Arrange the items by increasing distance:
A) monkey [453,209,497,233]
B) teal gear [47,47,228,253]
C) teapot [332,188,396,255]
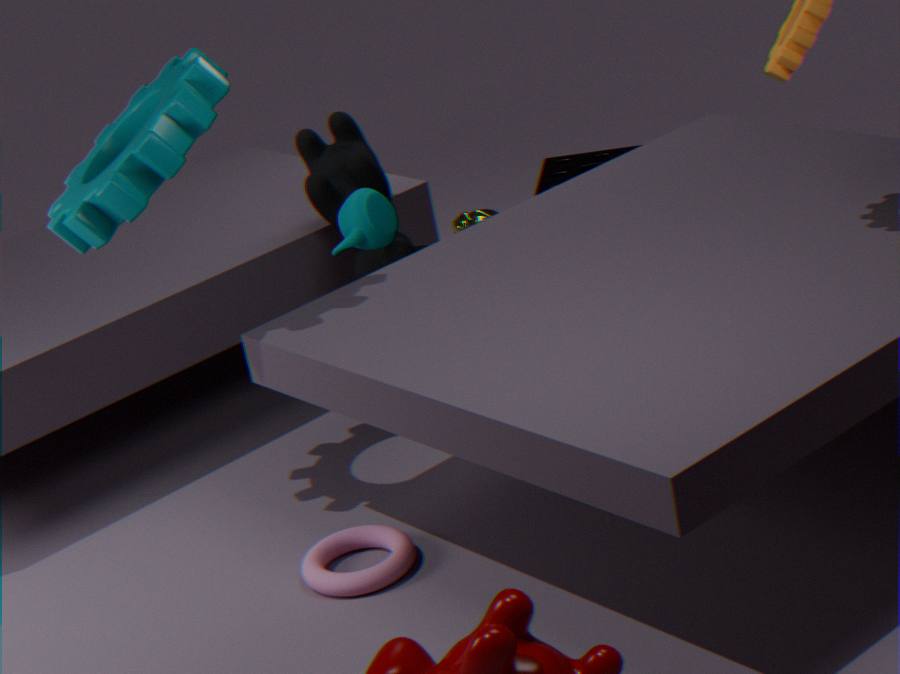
teal gear [47,47,228,253]
teapot [332,188,396,255]
monkey [453,209,497,233]
